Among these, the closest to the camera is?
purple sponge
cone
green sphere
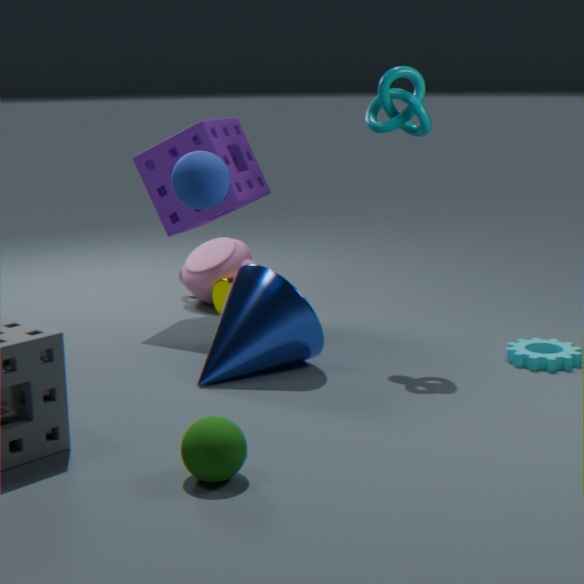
green sphere
